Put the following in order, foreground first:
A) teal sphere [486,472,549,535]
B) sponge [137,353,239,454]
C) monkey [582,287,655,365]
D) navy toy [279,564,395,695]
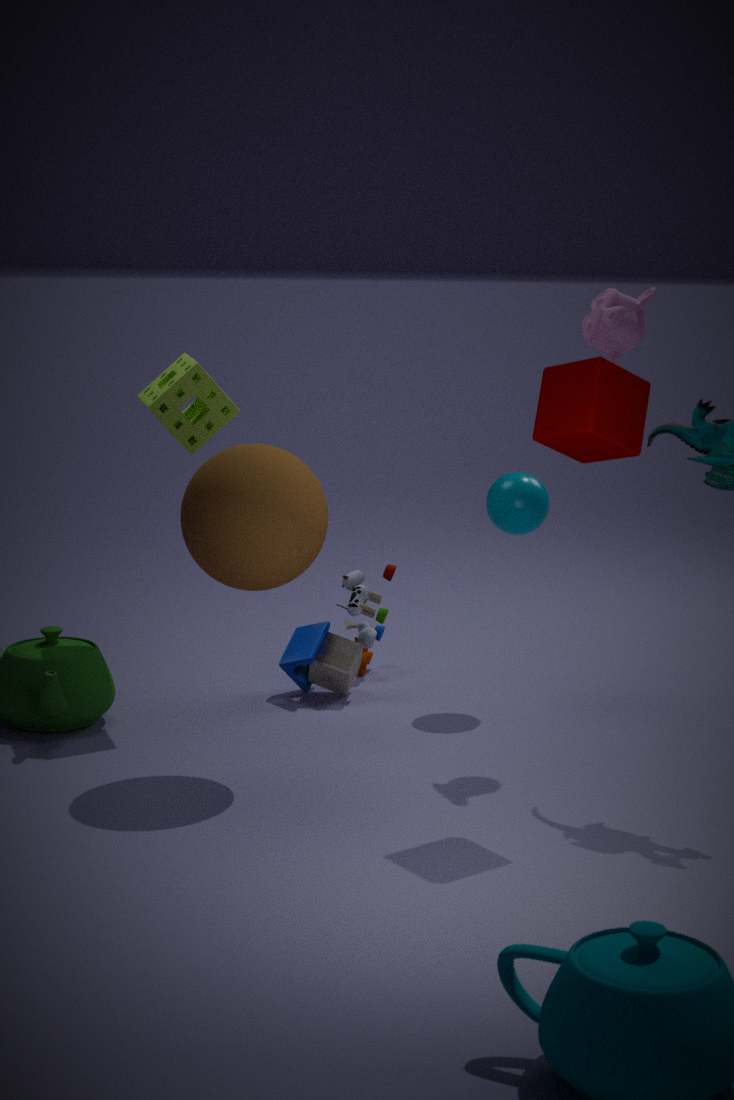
monkey [582,287,655,365] → sponge [137,353,239,454] → teal sphere [486,472,549,535] → navy toy [279,564,395,695]
